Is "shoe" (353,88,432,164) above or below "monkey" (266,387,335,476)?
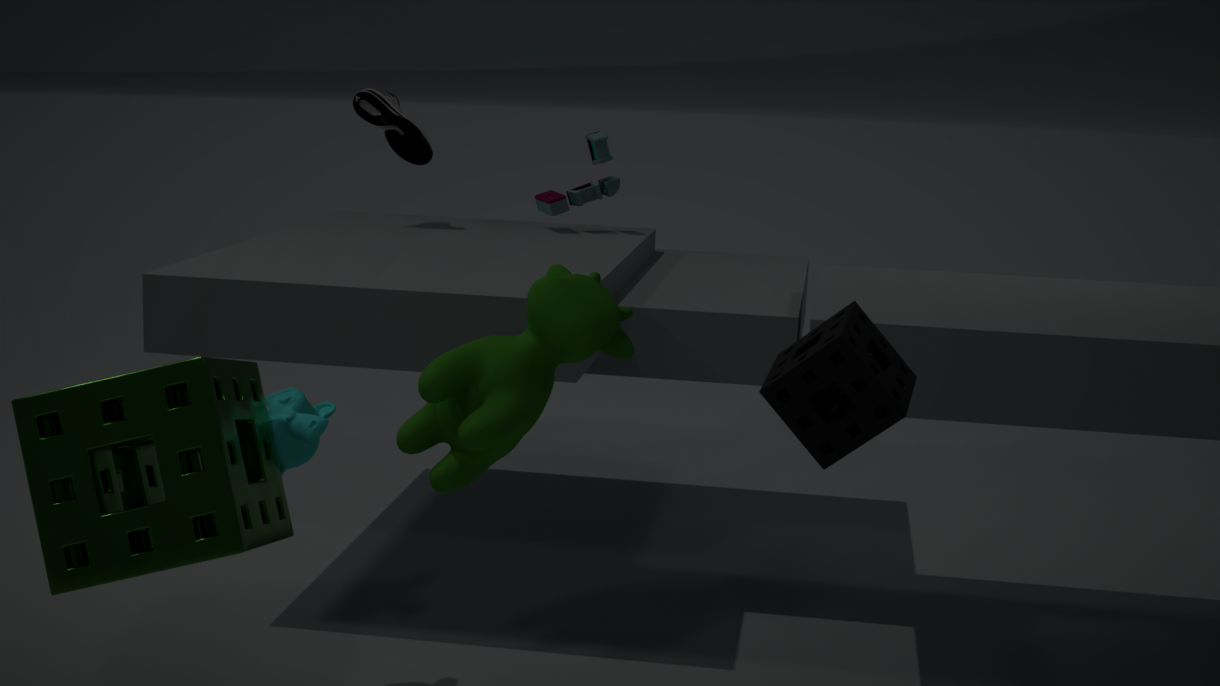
above
